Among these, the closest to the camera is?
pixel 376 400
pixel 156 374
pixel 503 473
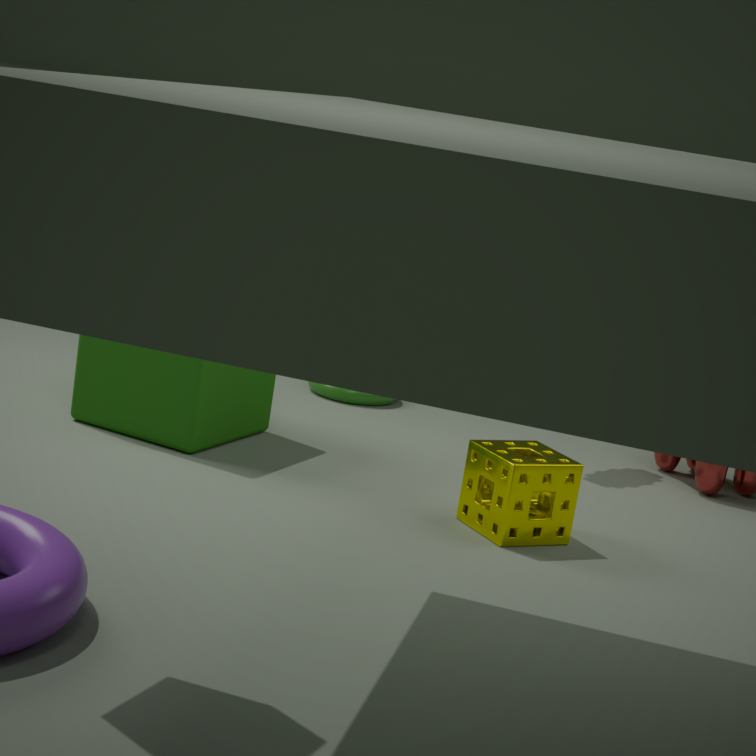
pixel 503 473
